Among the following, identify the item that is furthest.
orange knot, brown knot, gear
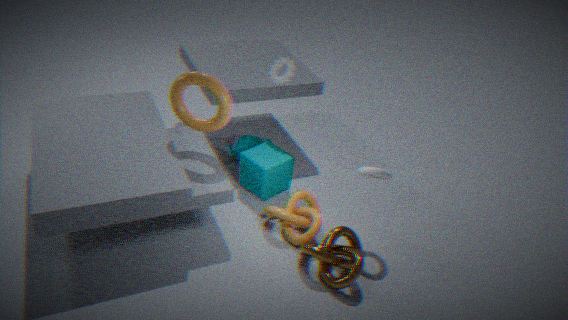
gear
